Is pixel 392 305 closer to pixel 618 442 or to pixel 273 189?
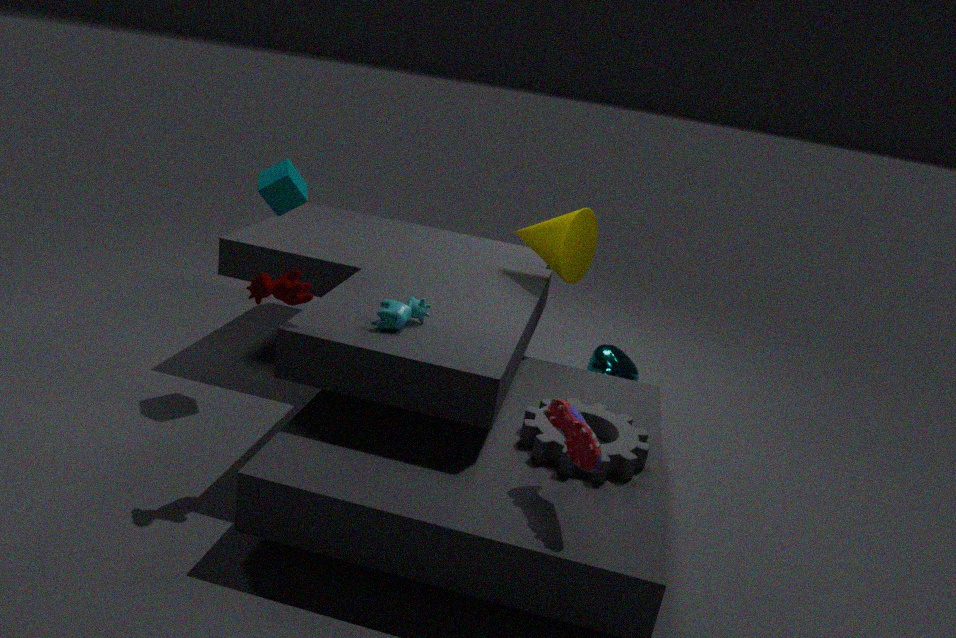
pixel 618 442
